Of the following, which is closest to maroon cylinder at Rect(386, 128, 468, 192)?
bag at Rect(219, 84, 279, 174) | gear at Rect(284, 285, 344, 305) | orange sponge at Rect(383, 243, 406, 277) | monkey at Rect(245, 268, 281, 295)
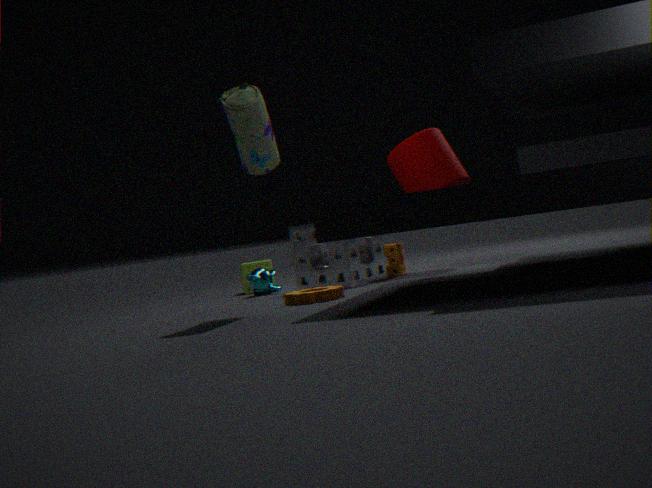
orange sponge at Rect(383, 243, 406, 277)
